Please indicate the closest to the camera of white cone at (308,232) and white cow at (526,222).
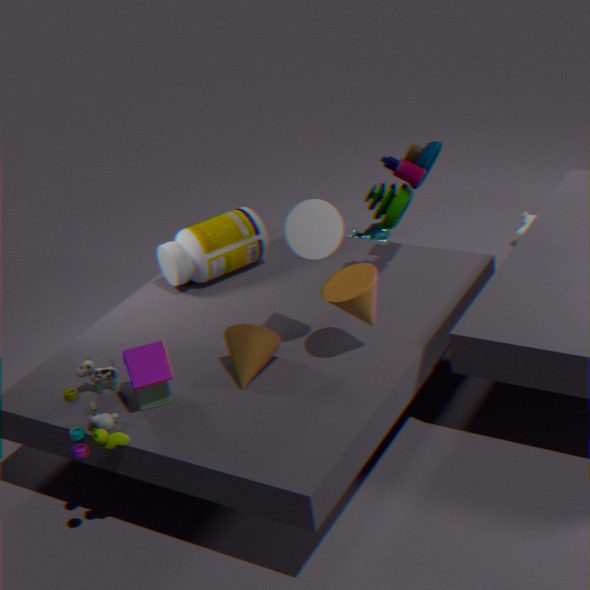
white cone at (308,232)
